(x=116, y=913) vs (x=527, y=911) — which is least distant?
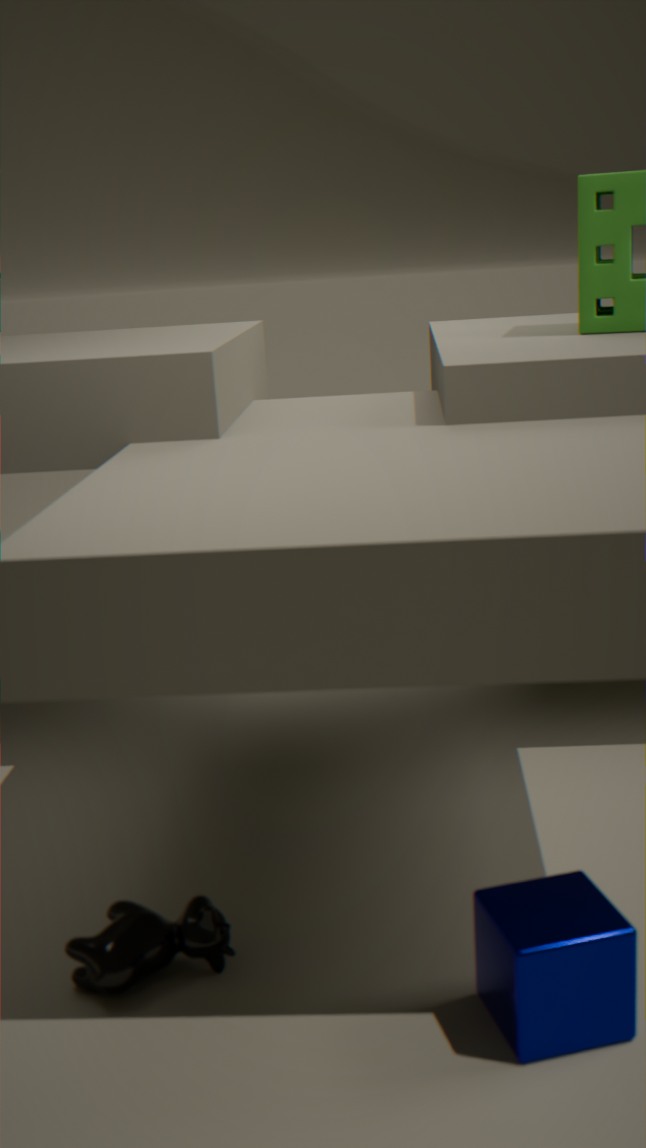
(x=527, y=911)
